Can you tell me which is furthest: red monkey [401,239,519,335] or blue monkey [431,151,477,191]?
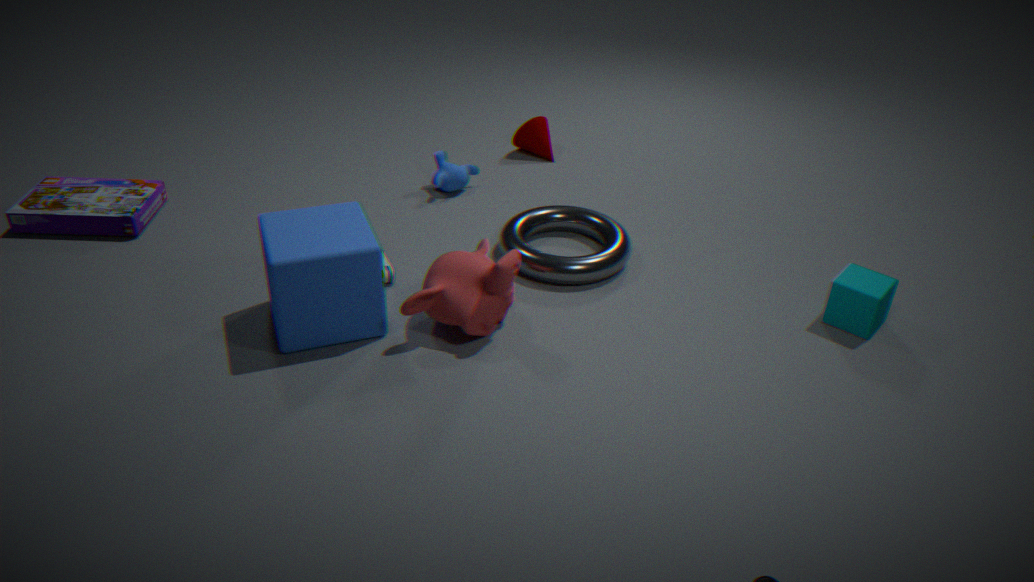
blue monkey [431,151,477,191]
